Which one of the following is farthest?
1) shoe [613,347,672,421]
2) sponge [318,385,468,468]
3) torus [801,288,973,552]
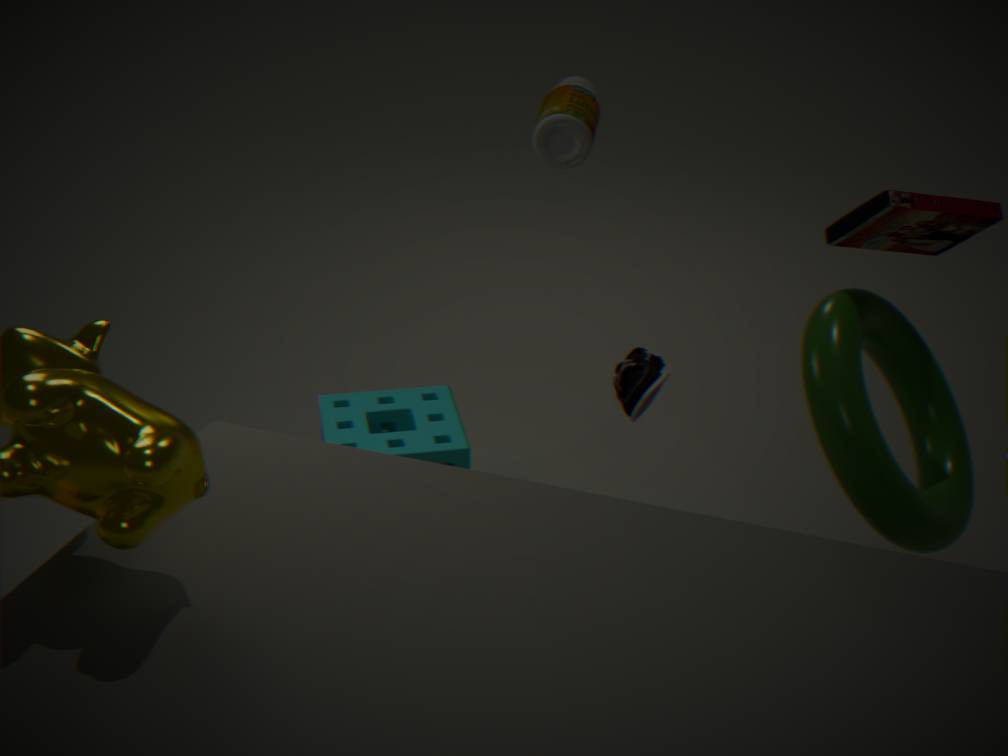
2. sponge [318,385,468,468]
